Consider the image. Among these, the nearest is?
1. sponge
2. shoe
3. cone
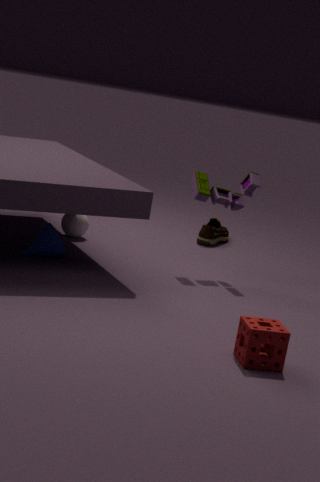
sponge
